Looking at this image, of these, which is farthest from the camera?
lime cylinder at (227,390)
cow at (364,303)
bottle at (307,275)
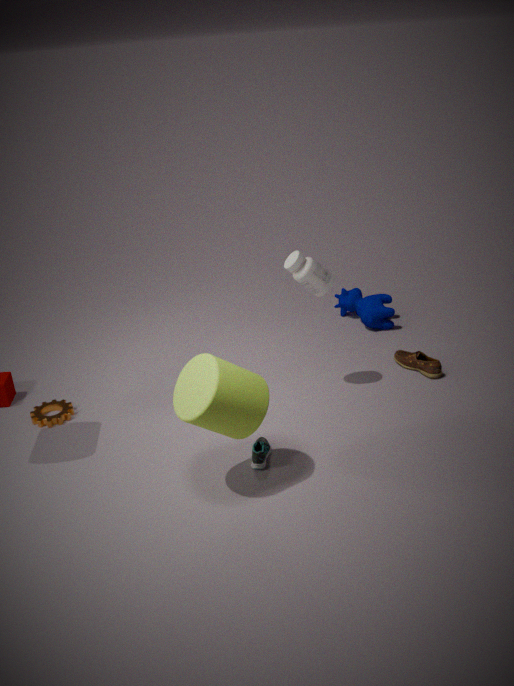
cow at (364,303)
